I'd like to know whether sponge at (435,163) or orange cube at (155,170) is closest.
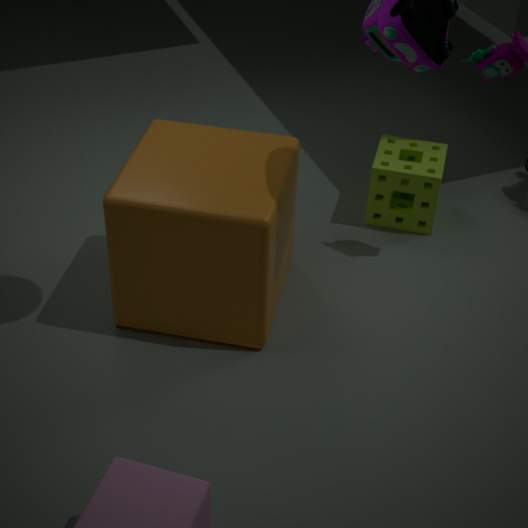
orange cube at (155,170)
